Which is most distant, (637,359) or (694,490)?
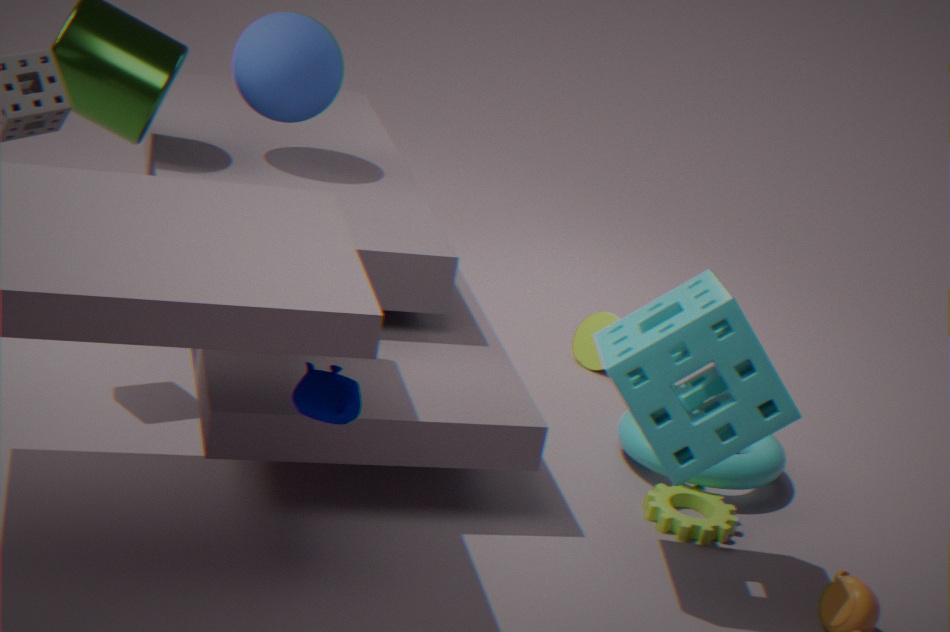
(694,490)
